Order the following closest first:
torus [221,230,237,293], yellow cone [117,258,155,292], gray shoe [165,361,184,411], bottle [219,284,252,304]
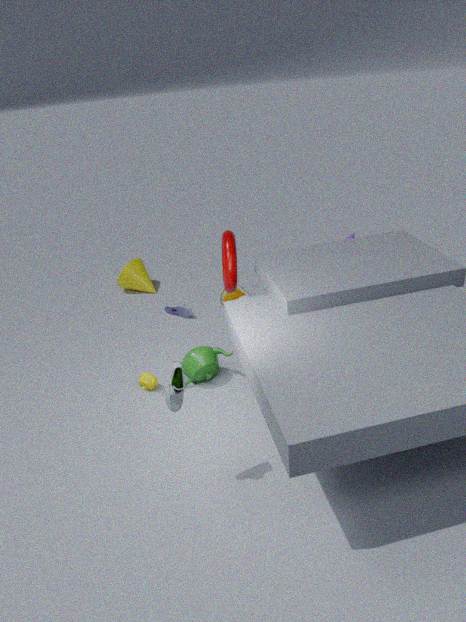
1. gray shoe [165,361,184,411]
2. torus [221,230,237,293]
3. bottle [219,284,252,304]
4. yellow cone [117,258,155,292]
